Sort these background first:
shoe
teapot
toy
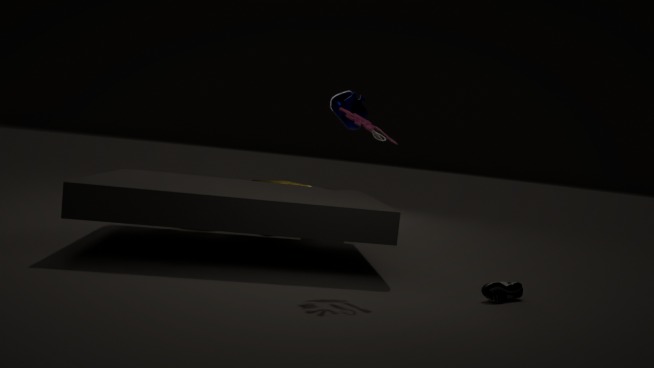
teapot, shoe, toy
